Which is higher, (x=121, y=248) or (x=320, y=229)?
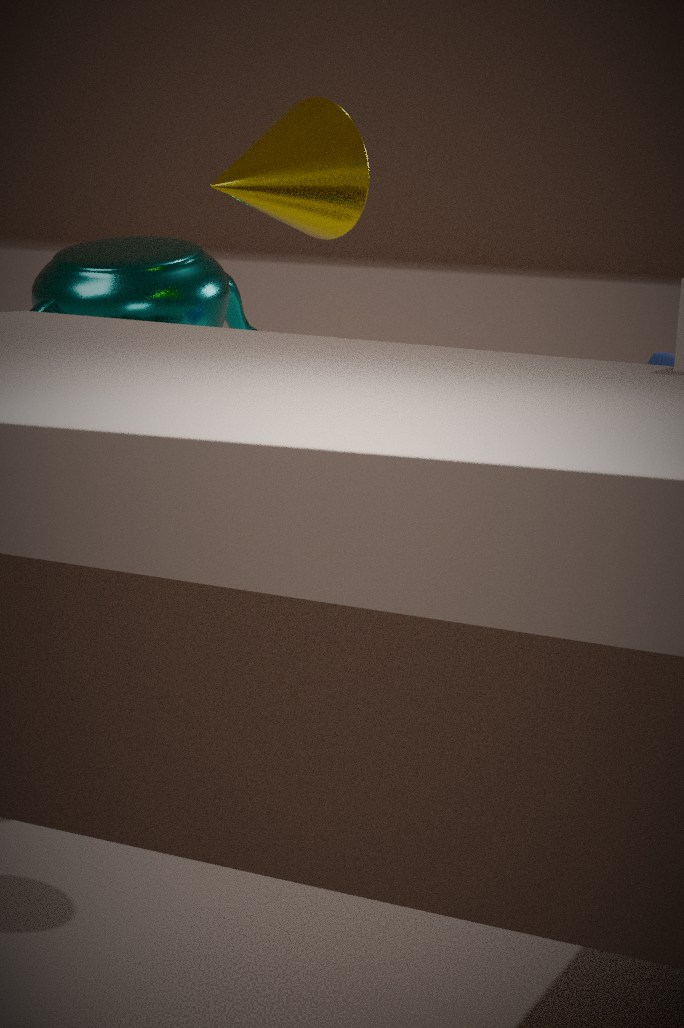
(x=320, y=229)
